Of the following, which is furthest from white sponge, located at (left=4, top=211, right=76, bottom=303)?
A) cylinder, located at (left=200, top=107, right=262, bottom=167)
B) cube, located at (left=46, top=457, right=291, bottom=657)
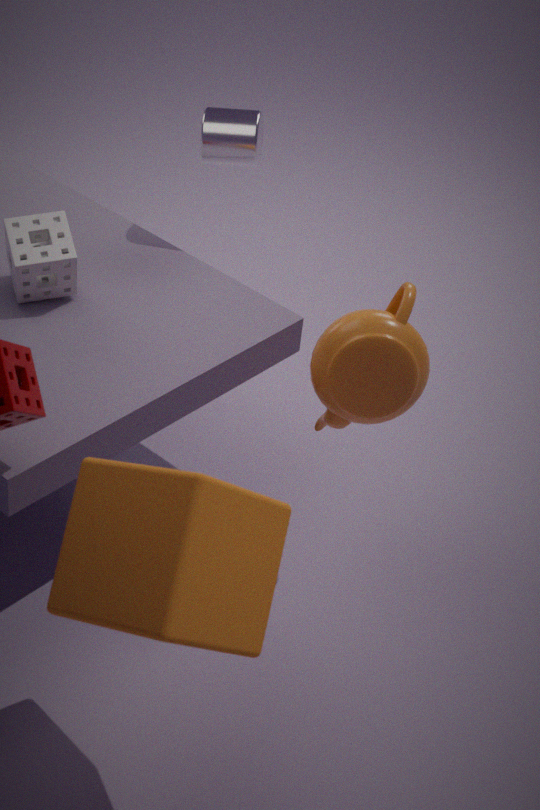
cube, located at (left=46, top=457, right=291, bottom=657)
